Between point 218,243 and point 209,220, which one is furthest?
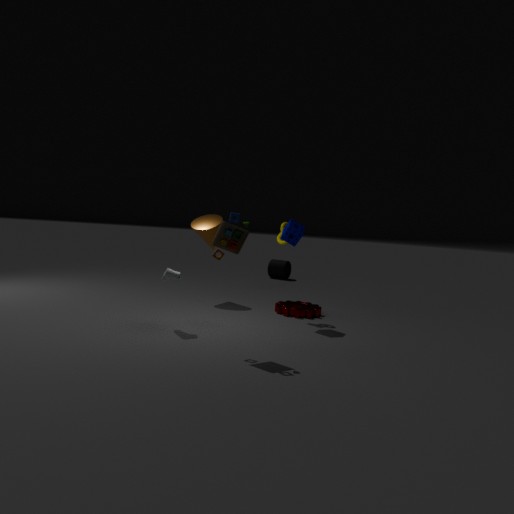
point 209,220
